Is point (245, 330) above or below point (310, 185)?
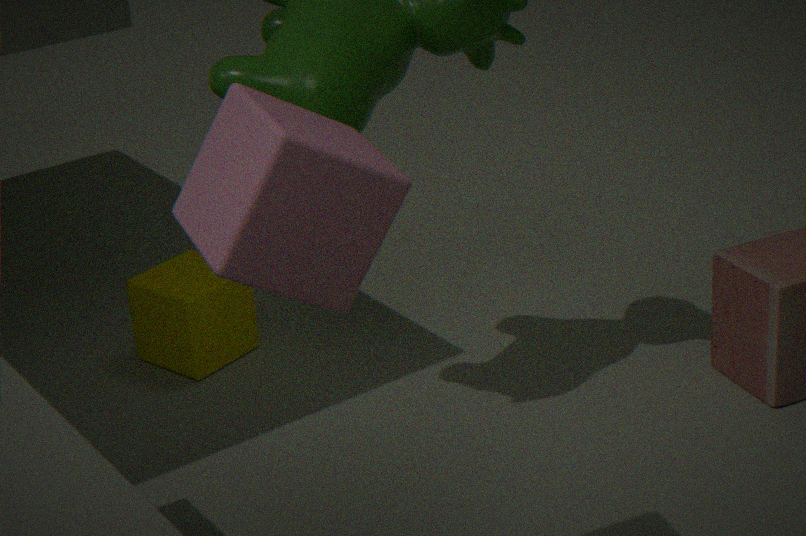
below
